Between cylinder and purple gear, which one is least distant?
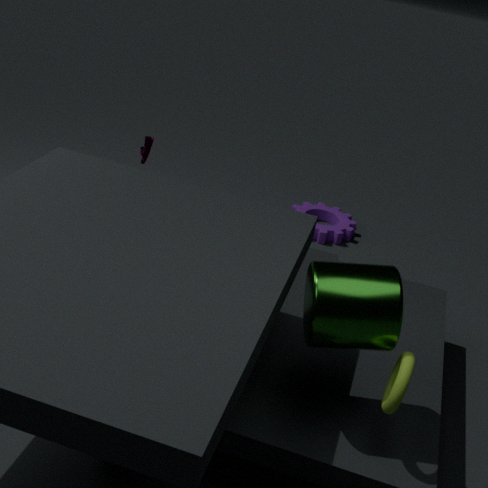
cylinder
